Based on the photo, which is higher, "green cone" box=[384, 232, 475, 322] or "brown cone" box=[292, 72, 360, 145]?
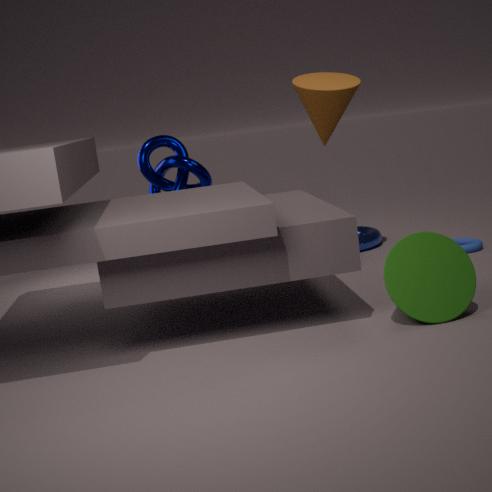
"brown cone" box=[292, 72, 360, 145]
